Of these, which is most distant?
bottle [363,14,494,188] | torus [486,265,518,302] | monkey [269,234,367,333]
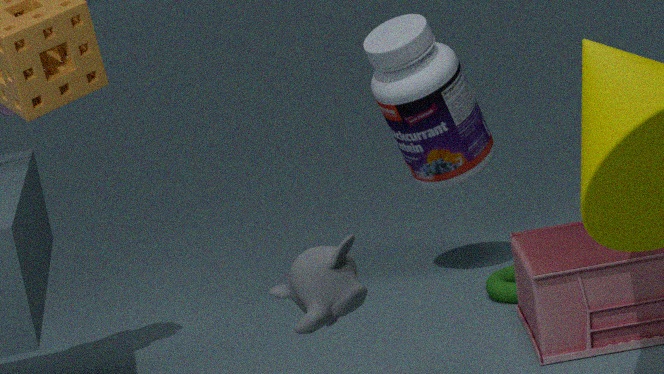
bottle [363,14,494,188]
